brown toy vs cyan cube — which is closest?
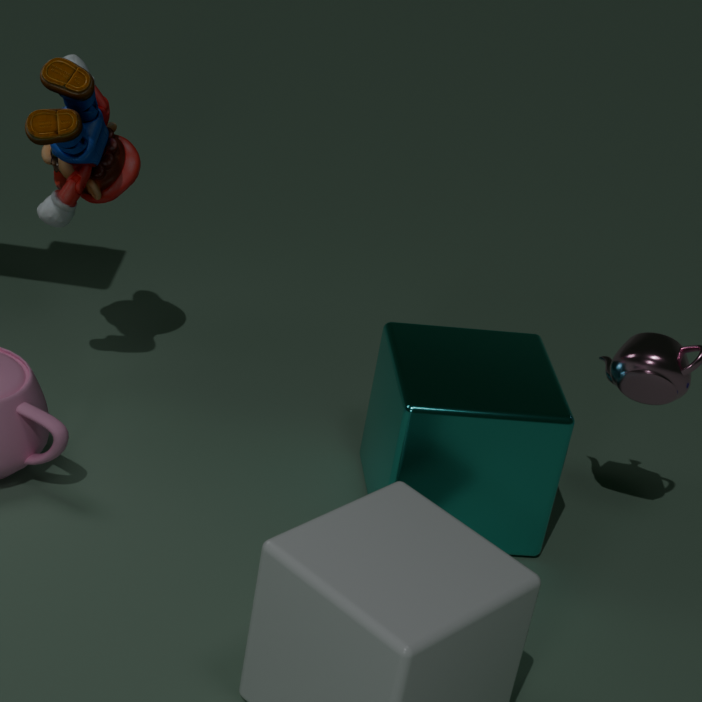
brown toy
